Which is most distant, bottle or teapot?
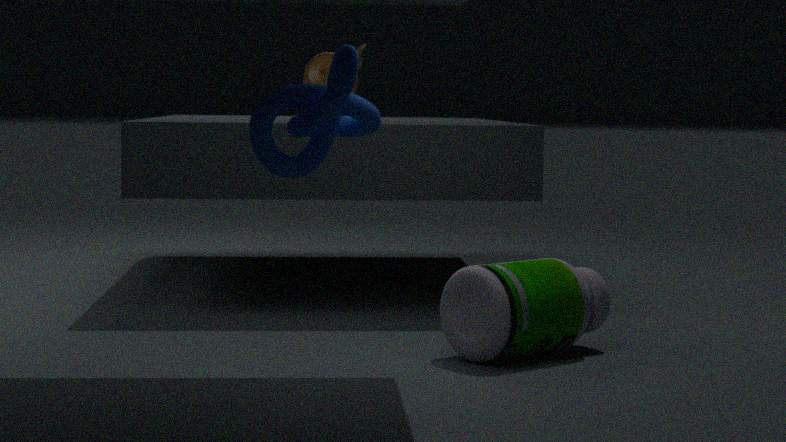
teapot
